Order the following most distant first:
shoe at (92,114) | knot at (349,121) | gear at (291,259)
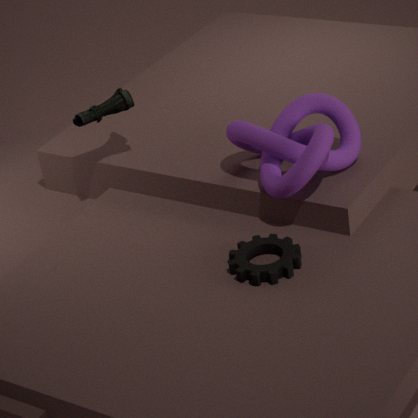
shoe at (92,114) → knot at (349,121) → gear at (291,259)
